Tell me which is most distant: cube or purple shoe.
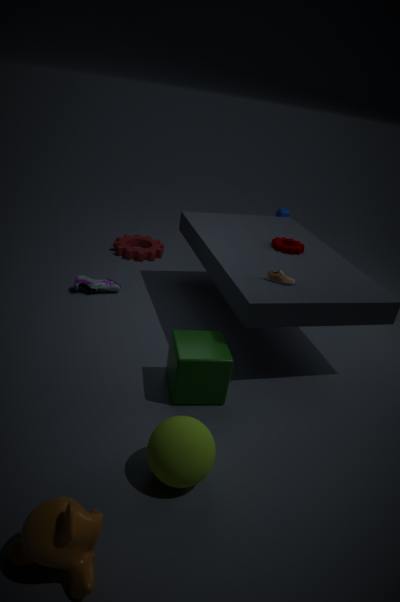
purple shoe
